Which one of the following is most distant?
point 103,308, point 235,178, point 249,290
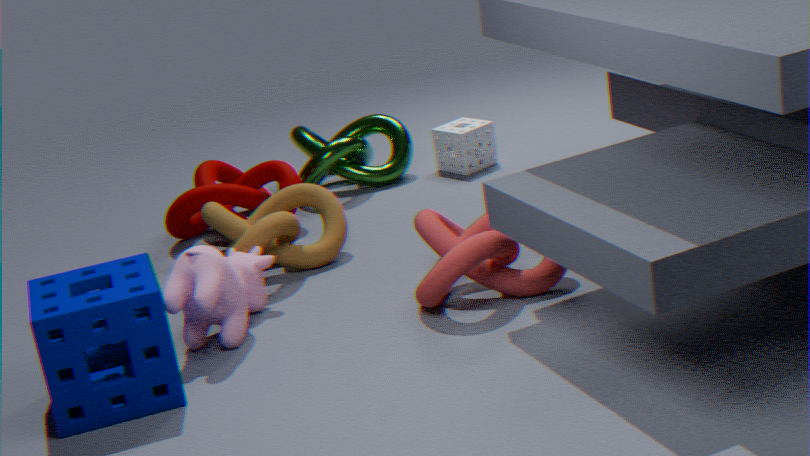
point 235,178
